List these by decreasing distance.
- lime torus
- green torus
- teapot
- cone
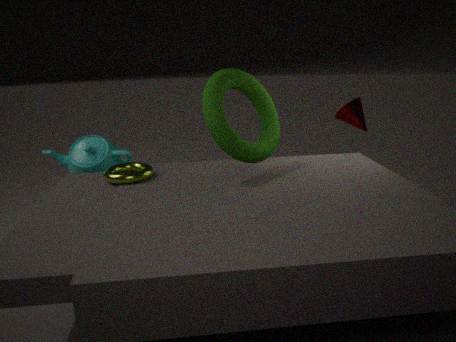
cone
teapot
lime torus
green torus
